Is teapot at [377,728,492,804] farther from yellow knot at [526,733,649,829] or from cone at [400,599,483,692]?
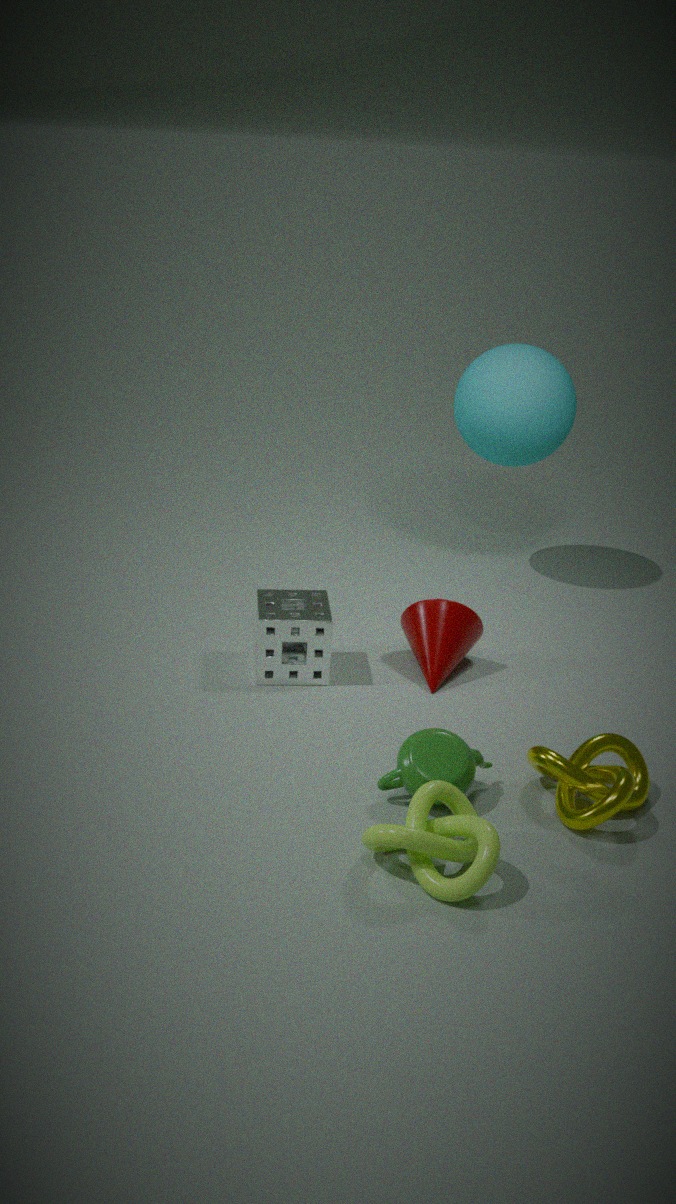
cone at [400,599,483,692]
